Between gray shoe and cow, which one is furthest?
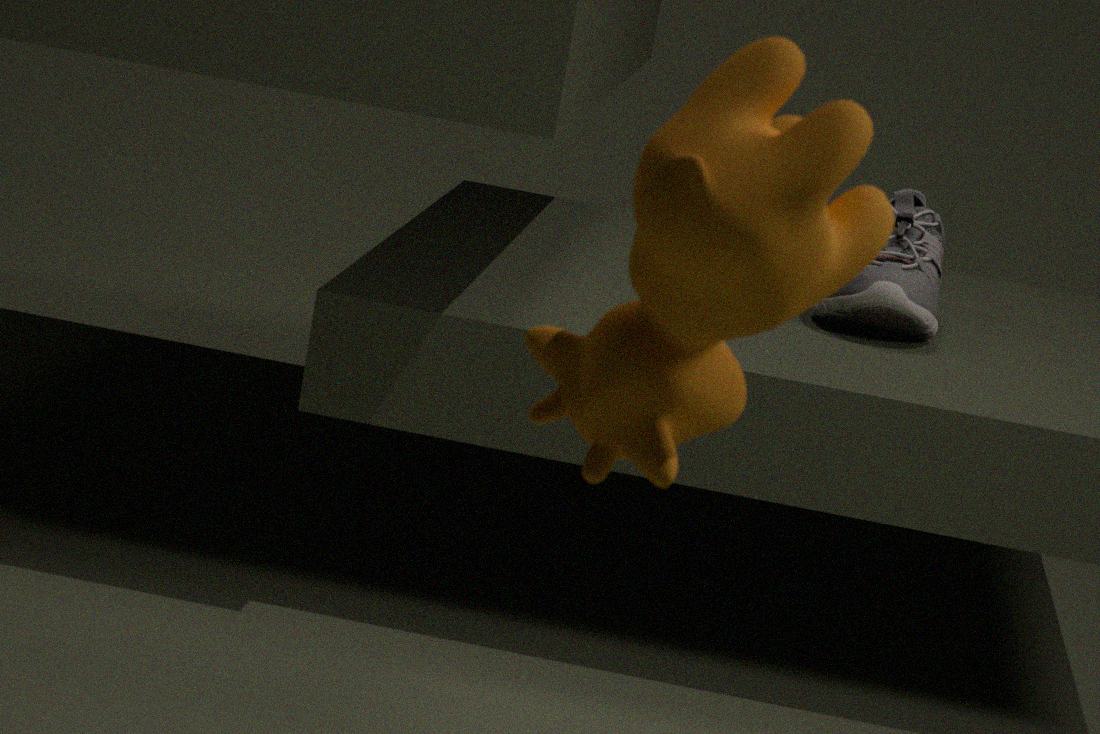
gray shoe
